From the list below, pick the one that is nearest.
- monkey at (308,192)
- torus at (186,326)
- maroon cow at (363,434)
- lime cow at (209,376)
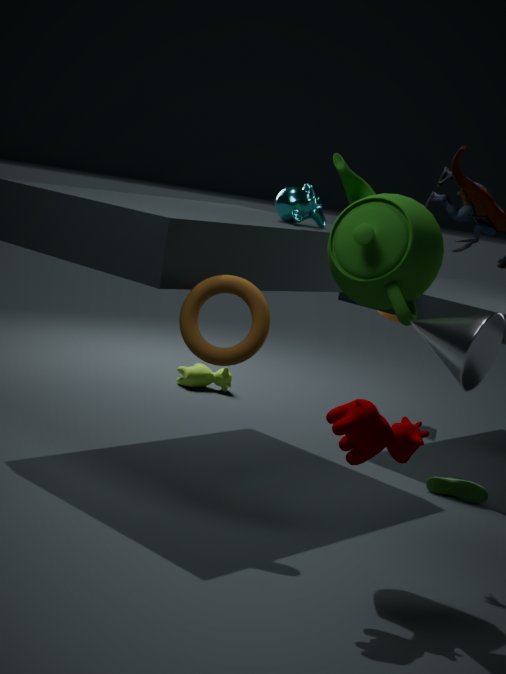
maroon cow at (363,434)
